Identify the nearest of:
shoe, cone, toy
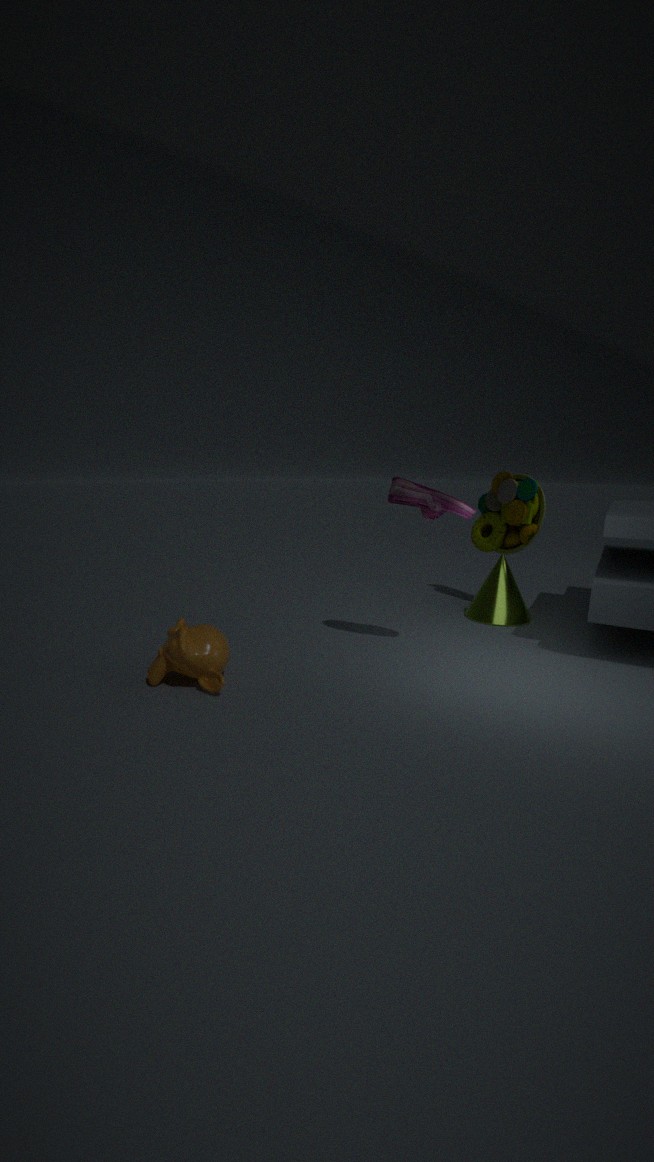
shoe
